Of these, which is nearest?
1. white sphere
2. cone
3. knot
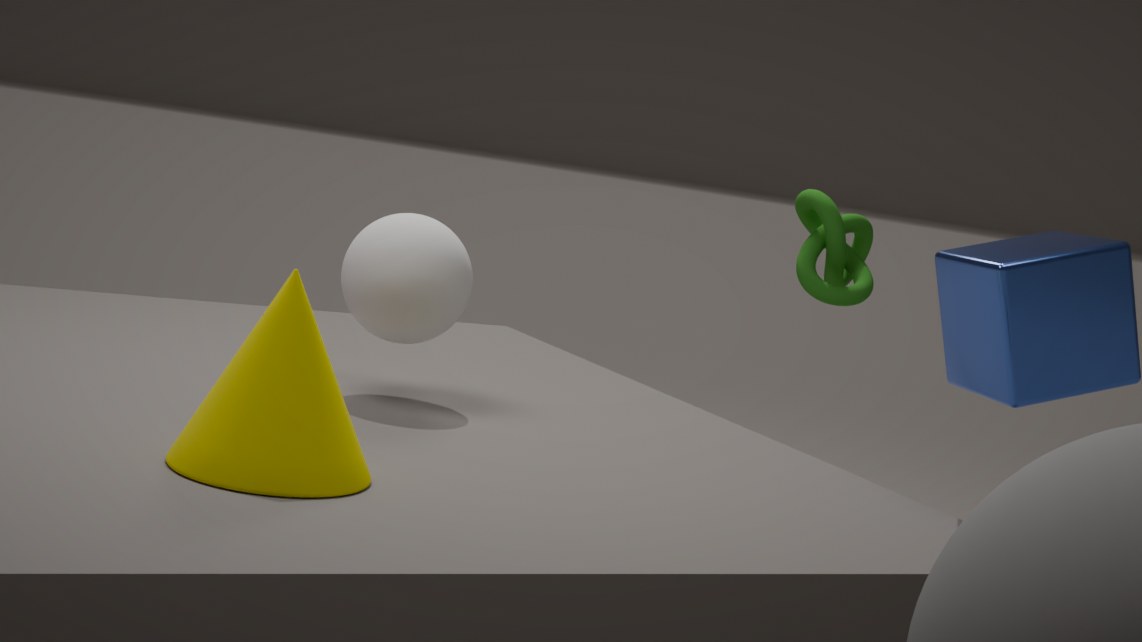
cone
